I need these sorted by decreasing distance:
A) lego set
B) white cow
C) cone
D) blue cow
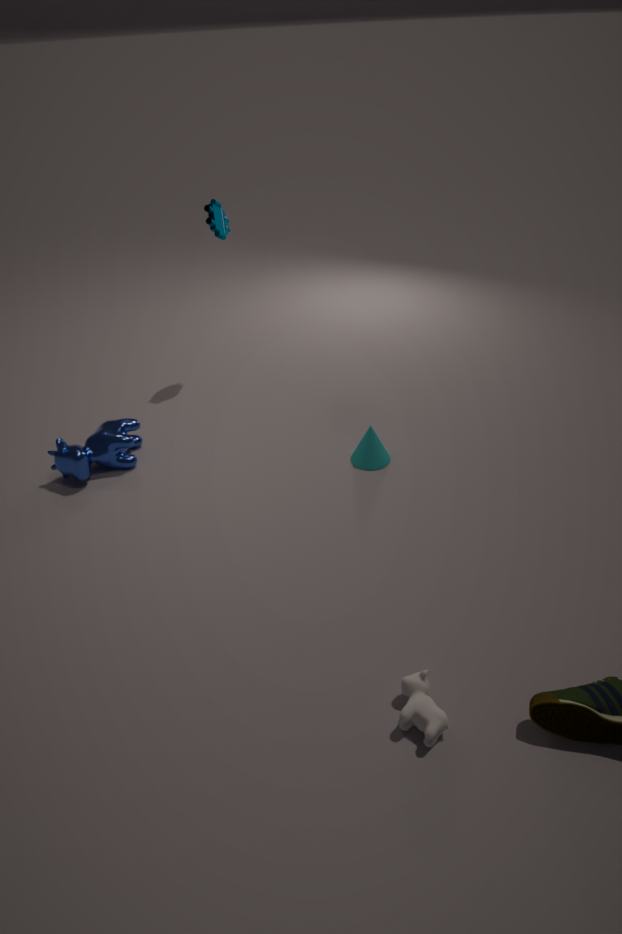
1. lego set
2. cone
3. blue cow
4. white cow
